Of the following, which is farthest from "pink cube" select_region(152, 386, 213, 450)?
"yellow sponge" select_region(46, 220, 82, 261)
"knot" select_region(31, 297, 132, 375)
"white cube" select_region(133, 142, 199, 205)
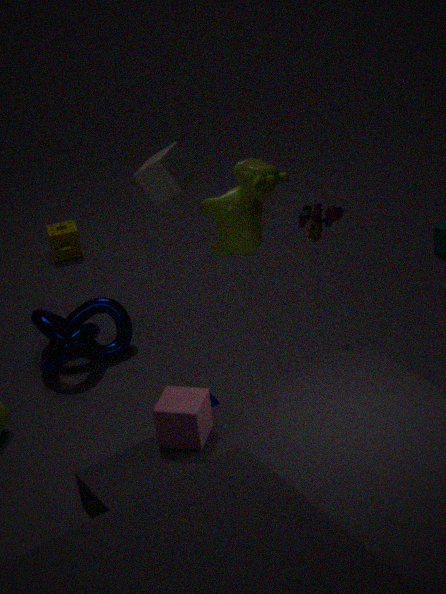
"yellow sponge" select_region(46, 220, 82, 261)
